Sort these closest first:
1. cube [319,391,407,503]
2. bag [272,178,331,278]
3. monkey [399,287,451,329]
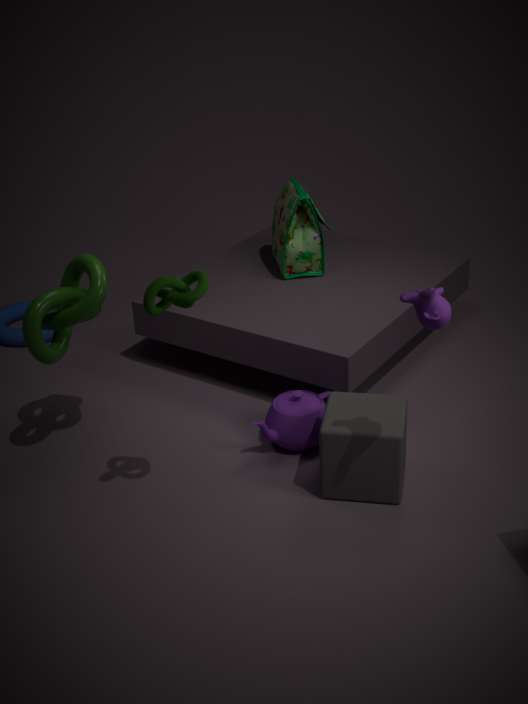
1. monkey [399,287,451,329]
2. cube [319,391,407,503]
3. bag [272,178,331,278]
